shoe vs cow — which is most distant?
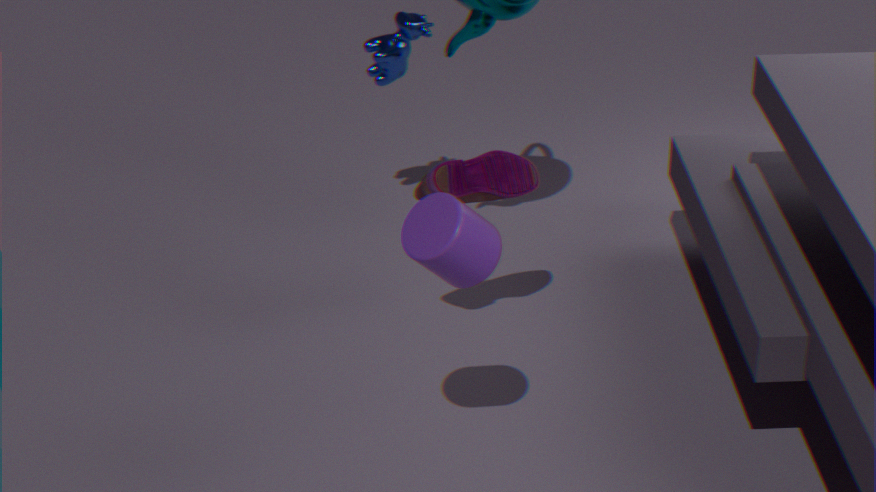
cow
